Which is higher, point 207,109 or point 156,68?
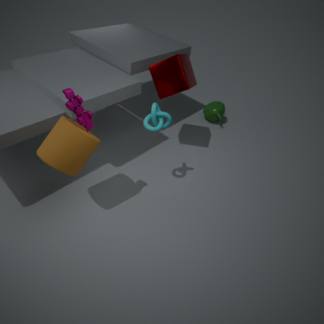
point 156,68
